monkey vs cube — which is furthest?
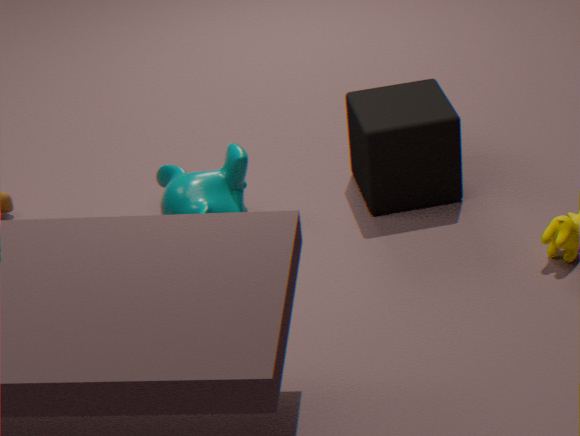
cube
